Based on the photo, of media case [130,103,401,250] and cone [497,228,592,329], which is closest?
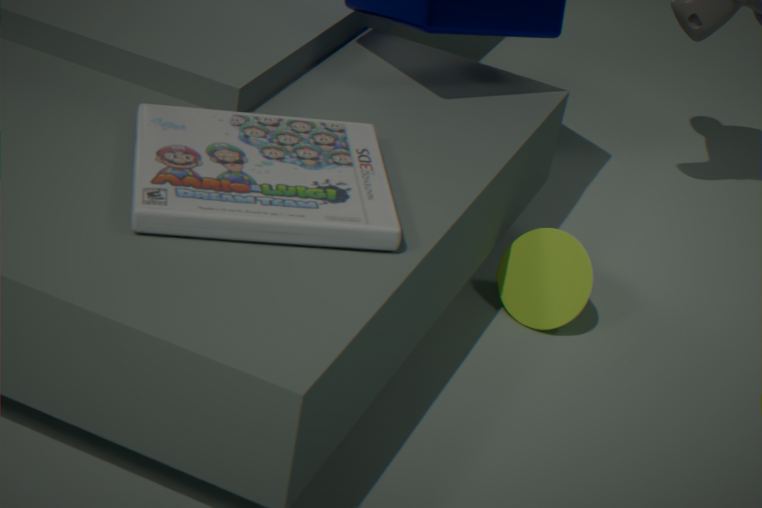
media case [130,103,401,250]
